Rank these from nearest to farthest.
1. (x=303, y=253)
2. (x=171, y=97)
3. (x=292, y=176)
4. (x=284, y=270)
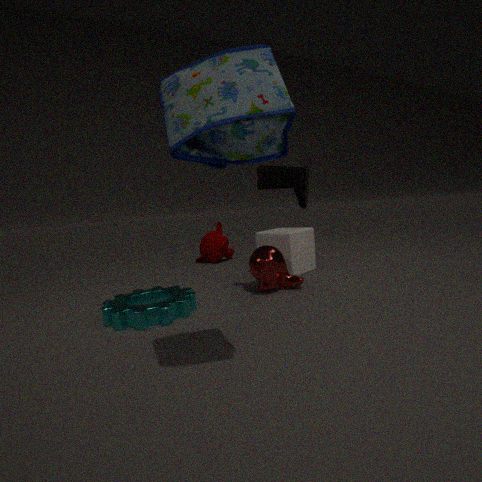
(x=171, y=97) < (x=292, y=176) < (x=284, y=270) < (x=303, y=253)
